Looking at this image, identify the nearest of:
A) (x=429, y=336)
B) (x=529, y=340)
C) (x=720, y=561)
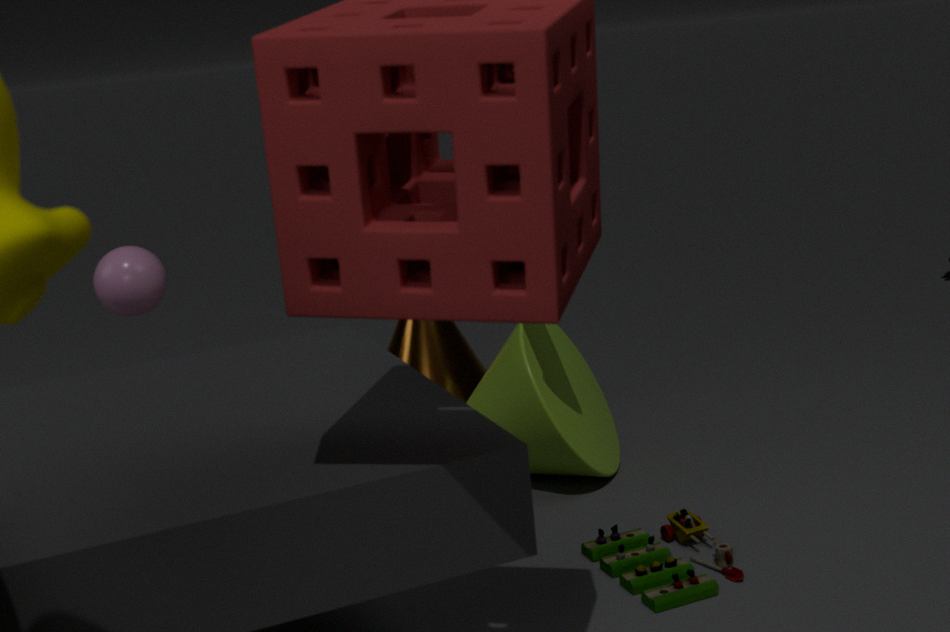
(x=720, y=561)
